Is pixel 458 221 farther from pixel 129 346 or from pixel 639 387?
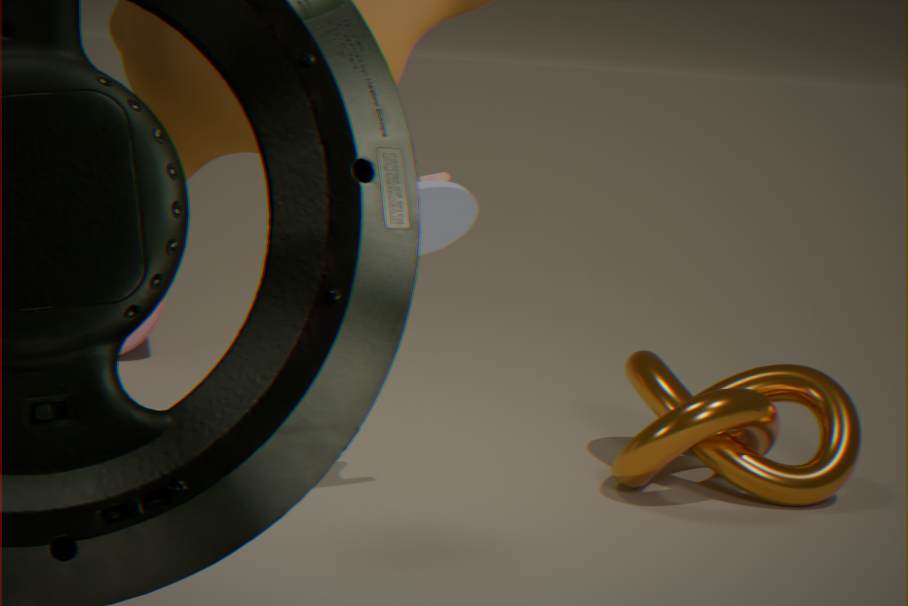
pixel 129 346
